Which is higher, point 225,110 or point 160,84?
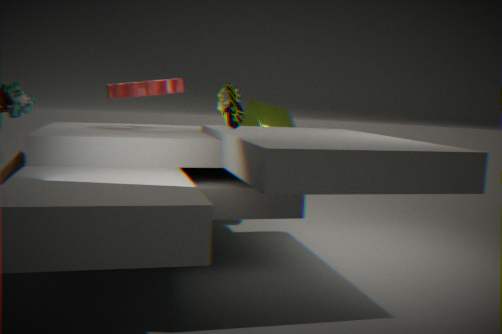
point 160,84
